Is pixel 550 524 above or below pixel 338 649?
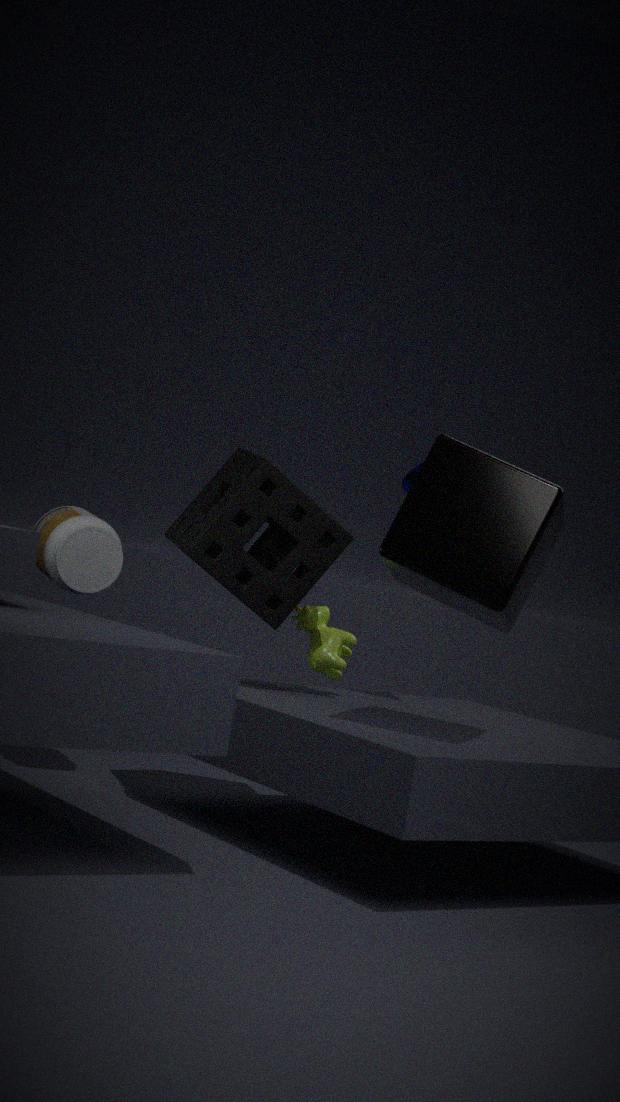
above
